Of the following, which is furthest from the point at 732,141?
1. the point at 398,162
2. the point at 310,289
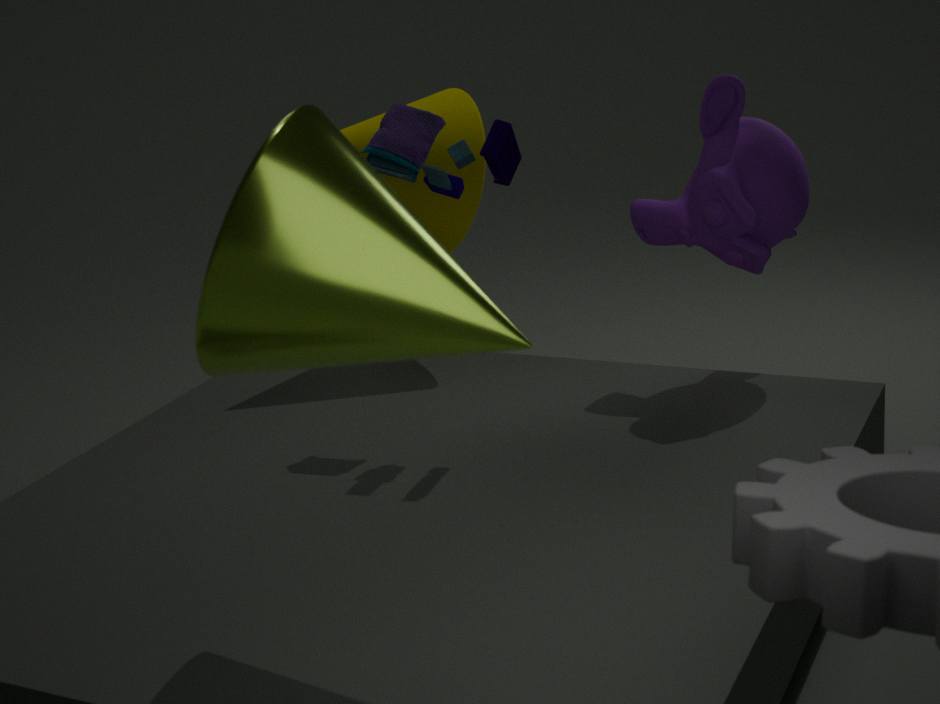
the point at 310,289
